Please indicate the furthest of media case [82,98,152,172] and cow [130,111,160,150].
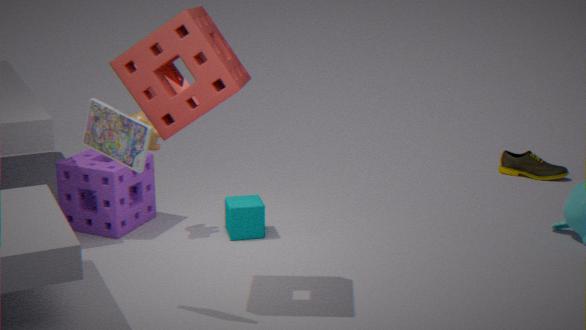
cow [130,111,160,150]
